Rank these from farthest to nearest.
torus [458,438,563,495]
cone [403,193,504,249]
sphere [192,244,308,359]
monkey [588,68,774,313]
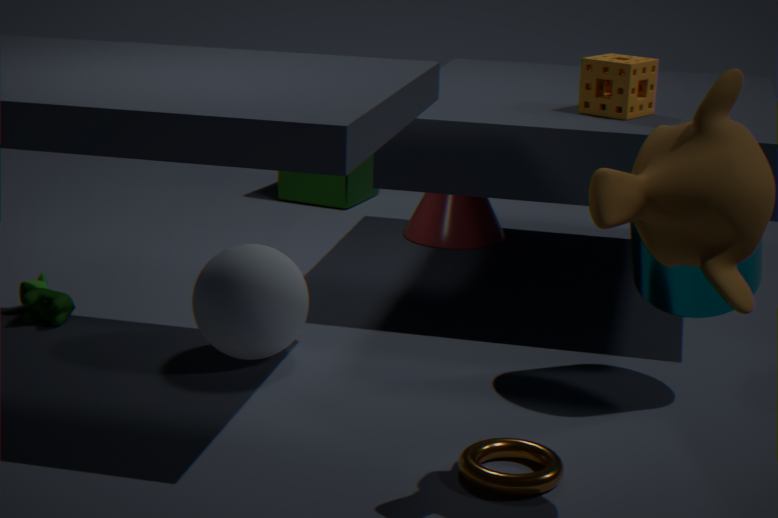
cone [403,193,504,249] → sphere [192,244,308,359] → torus [458,438,563,495] → monkey [588,68,774,313]
